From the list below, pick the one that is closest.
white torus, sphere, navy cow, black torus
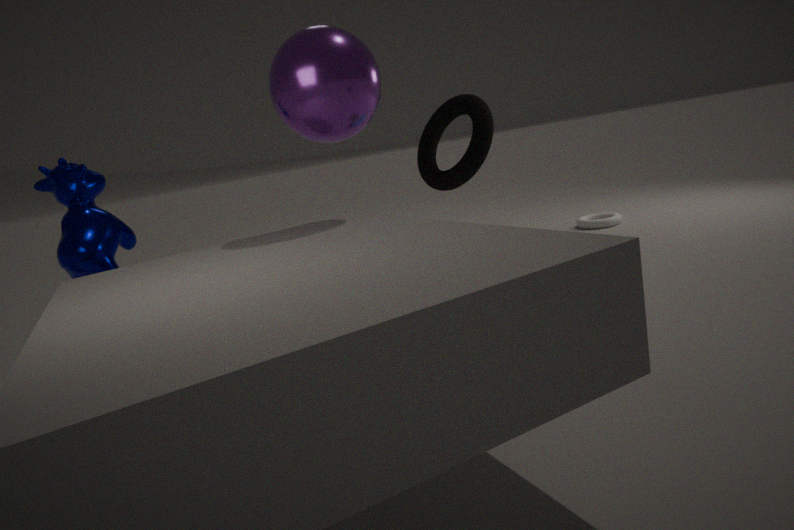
sphere
